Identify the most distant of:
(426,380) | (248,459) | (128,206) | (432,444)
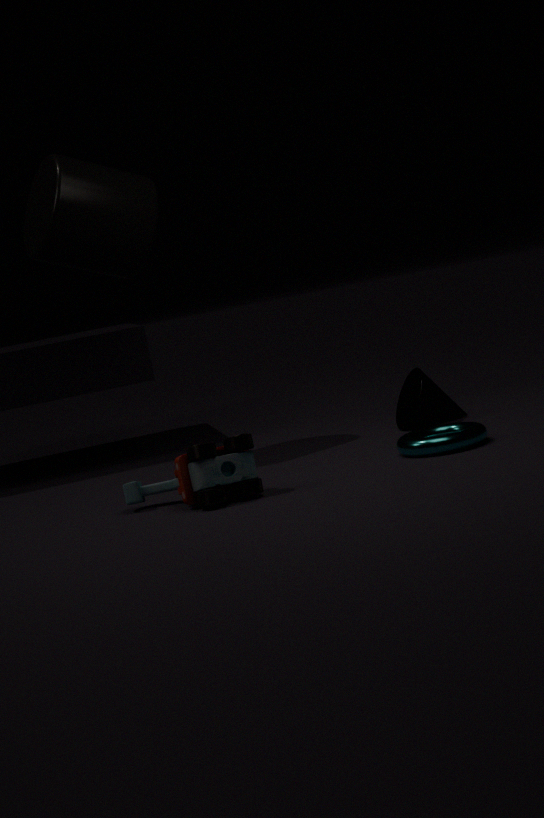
(426,380)
